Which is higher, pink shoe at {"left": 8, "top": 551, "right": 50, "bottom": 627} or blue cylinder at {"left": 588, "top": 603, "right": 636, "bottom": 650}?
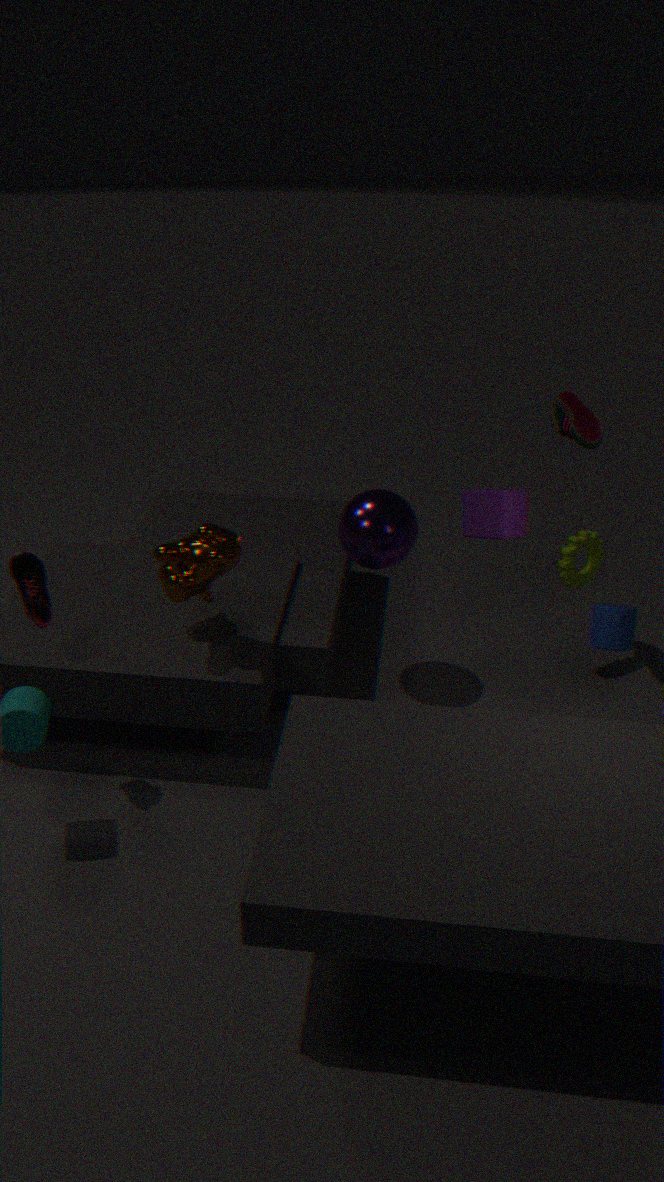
pink shoe at {"left": 8, "top": 551, "right": 50, "bottom": 627}
